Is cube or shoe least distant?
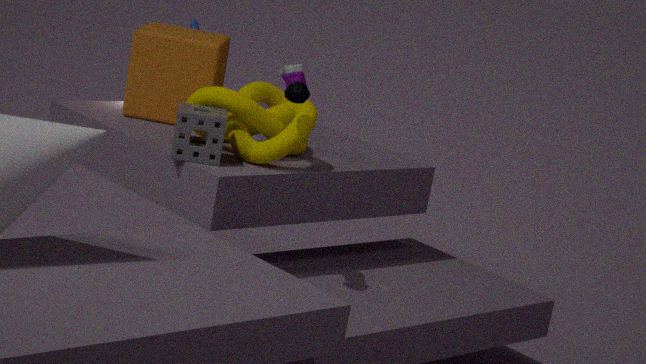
shoe
